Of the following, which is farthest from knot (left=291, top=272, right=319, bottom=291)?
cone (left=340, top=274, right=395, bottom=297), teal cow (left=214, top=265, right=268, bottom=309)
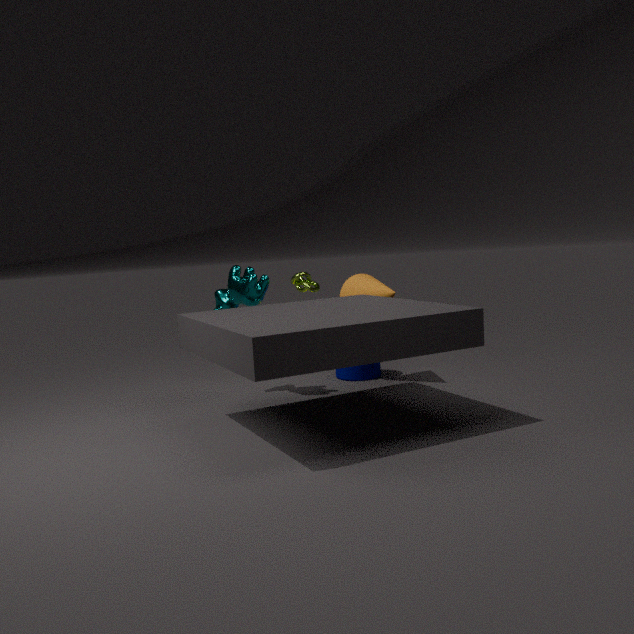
teal cow (left=214, top=265, right=268, bottom=309)
